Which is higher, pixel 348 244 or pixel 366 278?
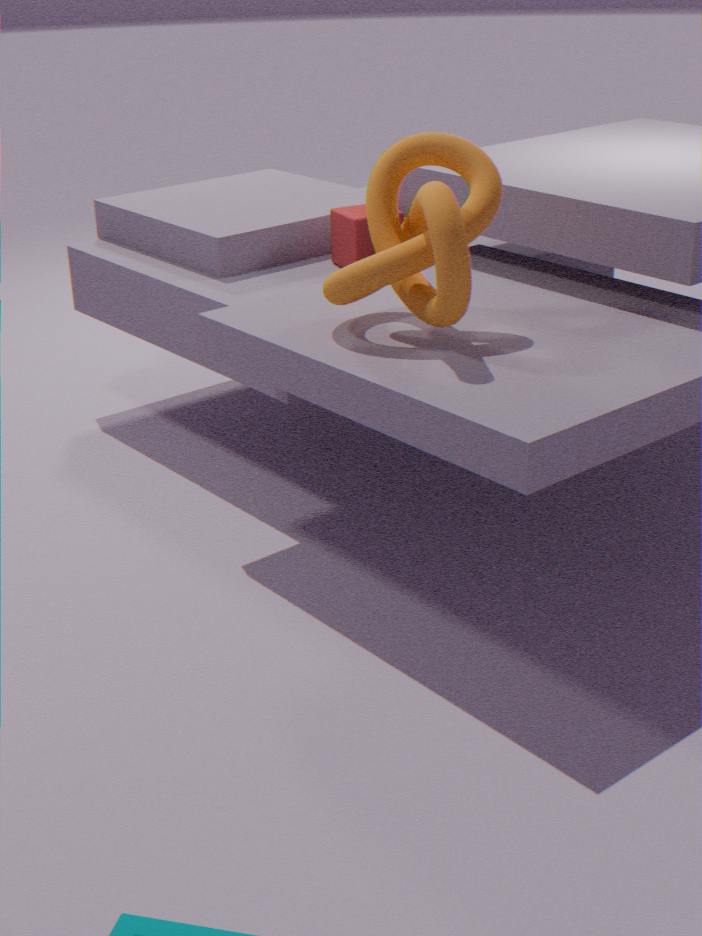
pixel 366 278
